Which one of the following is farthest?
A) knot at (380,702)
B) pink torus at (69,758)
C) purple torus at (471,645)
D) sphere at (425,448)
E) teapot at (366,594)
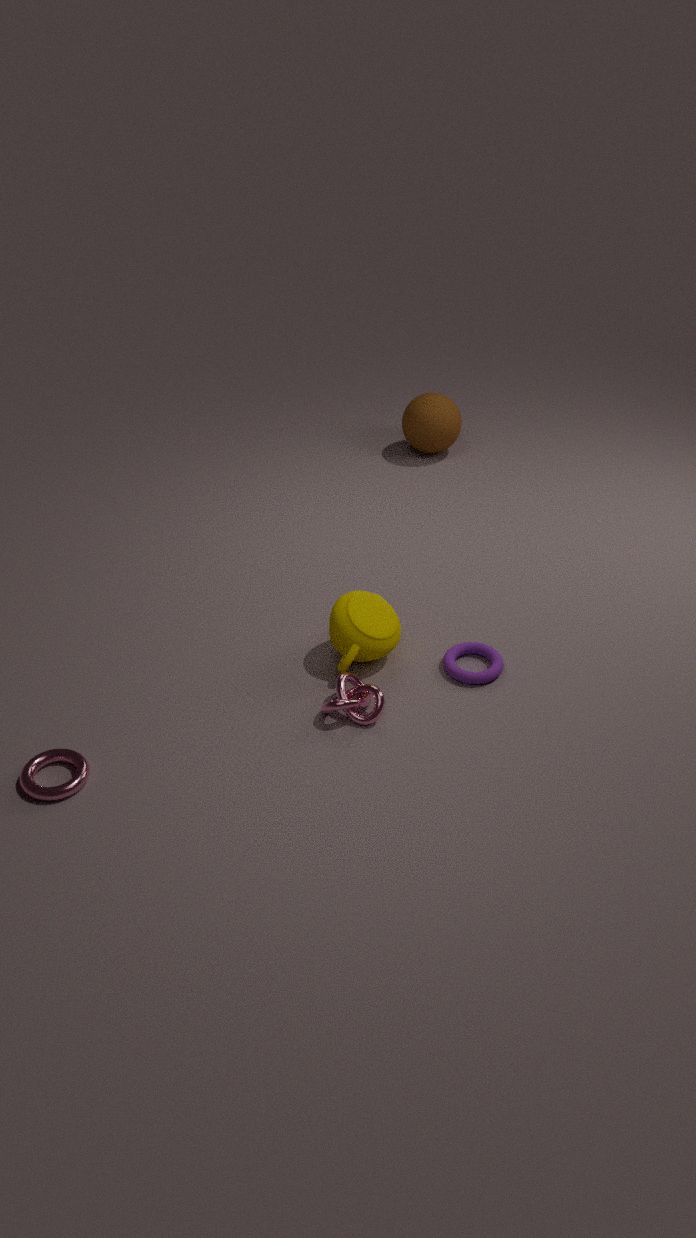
sphere at (425,448)
